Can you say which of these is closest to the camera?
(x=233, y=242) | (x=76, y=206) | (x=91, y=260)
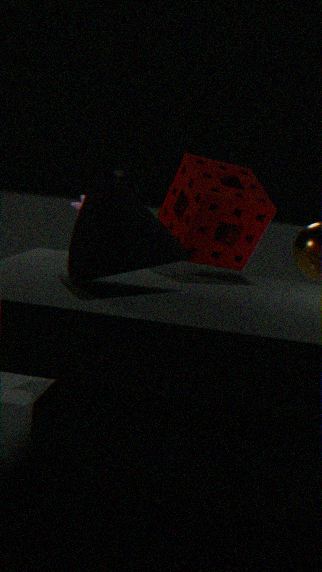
(x=91, y=260)
